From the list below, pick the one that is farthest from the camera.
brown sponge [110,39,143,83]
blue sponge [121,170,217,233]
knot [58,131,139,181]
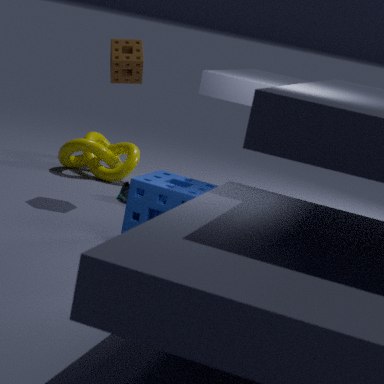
knot [58,131,139,181]
